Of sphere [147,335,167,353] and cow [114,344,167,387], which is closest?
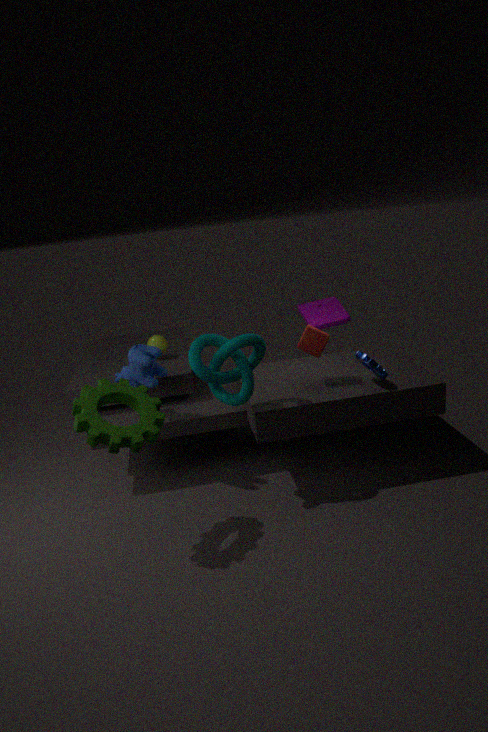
cow [114,344,167,387]
